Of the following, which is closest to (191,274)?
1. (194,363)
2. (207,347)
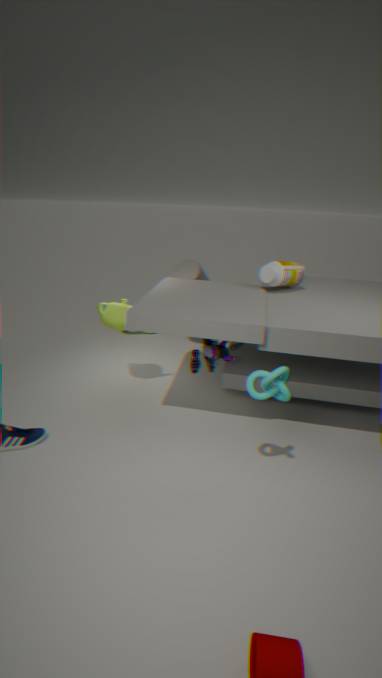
(207,347)
